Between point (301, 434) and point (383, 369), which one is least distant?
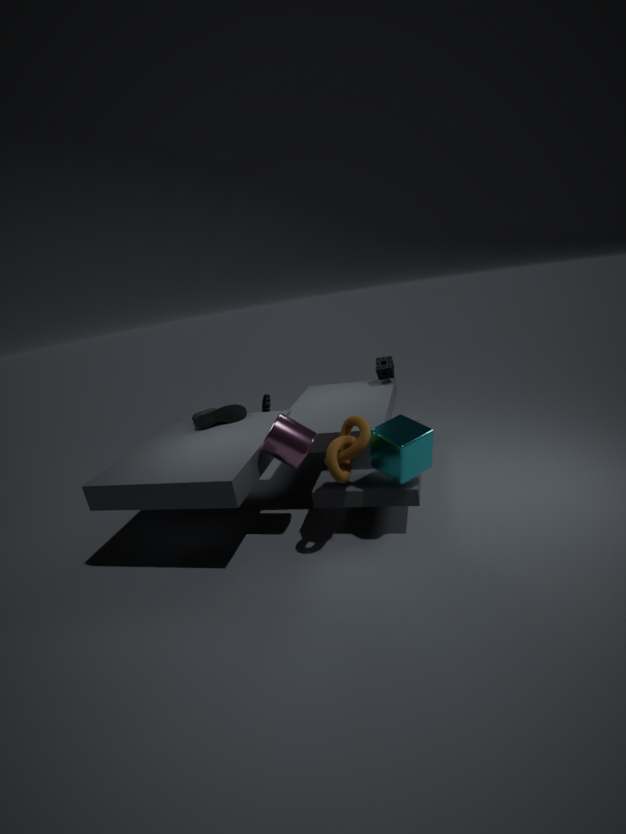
point (301, 434)
